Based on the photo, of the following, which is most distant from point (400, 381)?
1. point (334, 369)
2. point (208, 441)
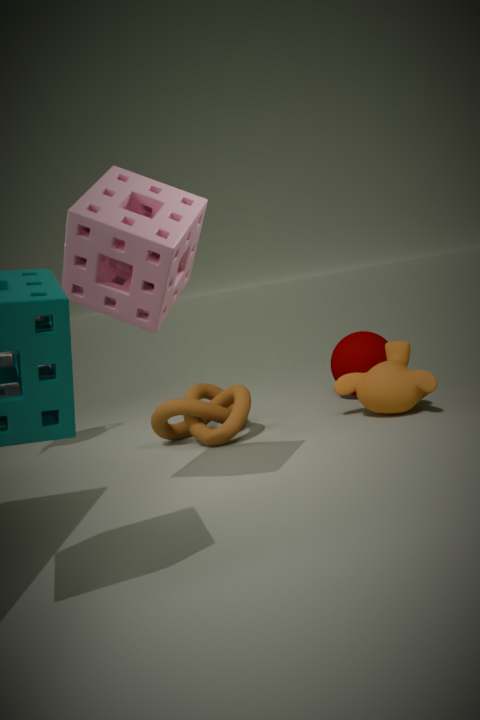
point (208, 441)
